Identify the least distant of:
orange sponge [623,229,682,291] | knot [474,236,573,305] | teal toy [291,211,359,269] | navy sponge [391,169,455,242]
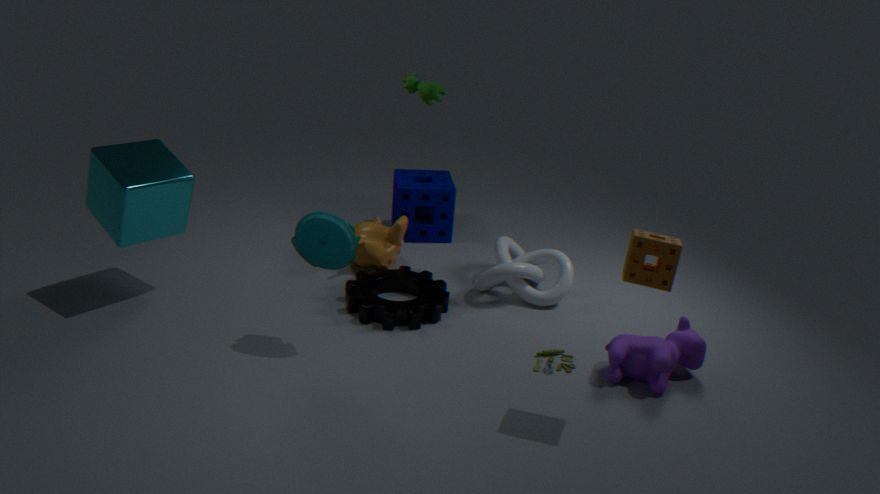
orange sponge [623,229,682,291]
